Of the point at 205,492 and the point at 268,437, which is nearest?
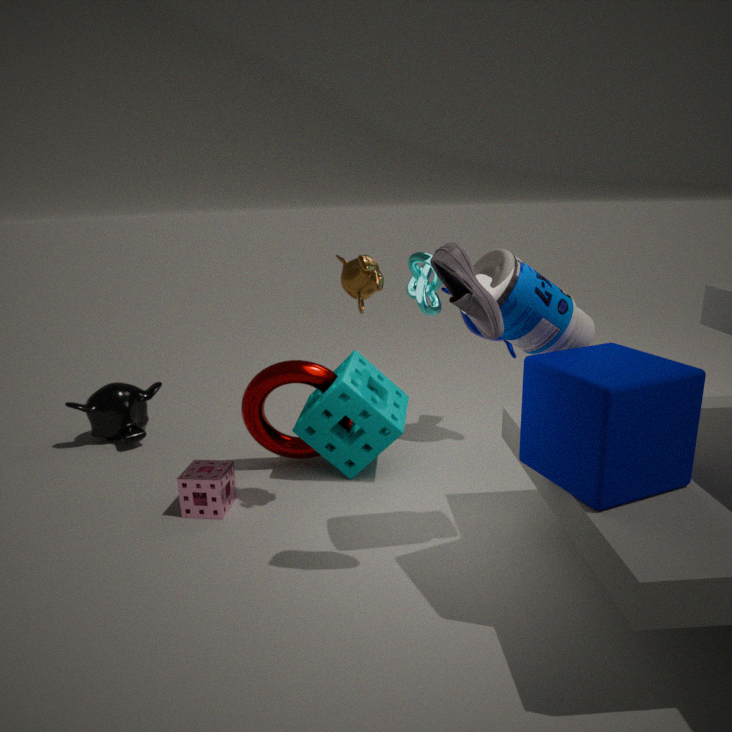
the point at 205,492
